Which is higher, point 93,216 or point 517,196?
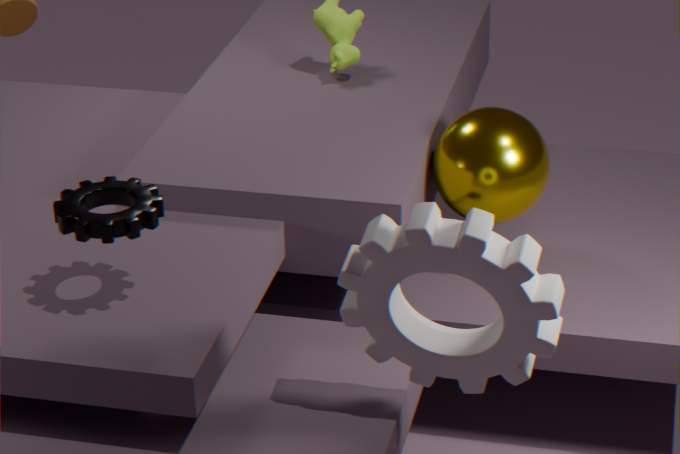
point 93,216
